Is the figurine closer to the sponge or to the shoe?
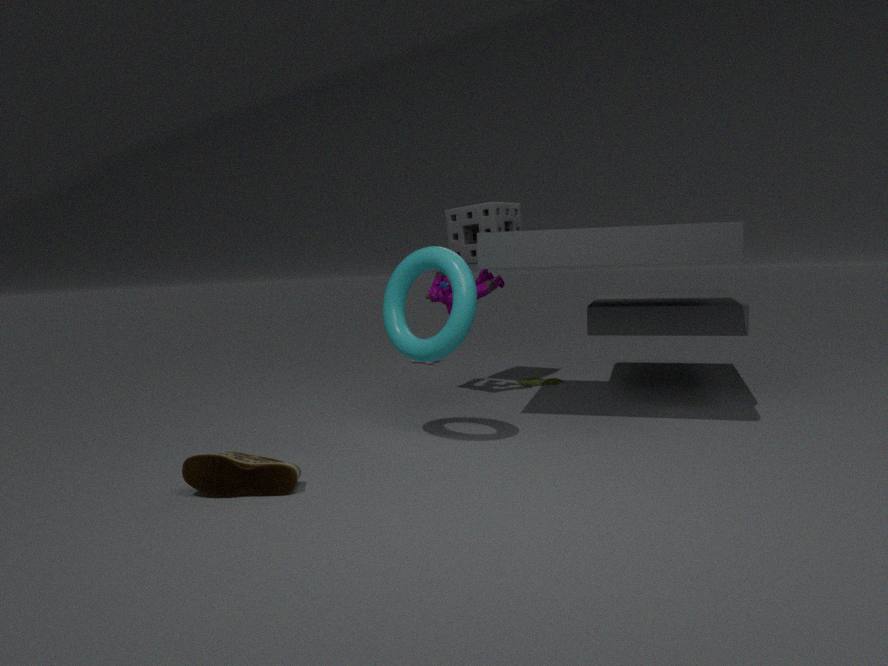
the sponge
